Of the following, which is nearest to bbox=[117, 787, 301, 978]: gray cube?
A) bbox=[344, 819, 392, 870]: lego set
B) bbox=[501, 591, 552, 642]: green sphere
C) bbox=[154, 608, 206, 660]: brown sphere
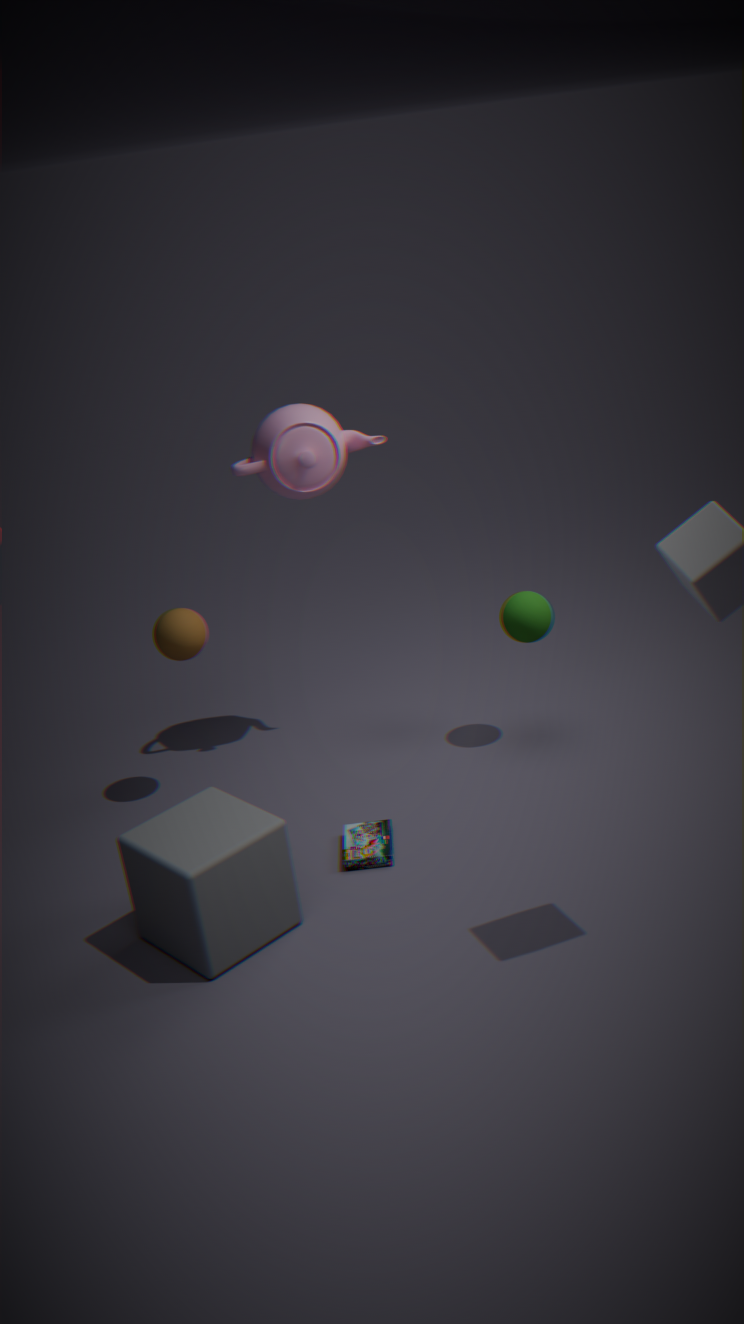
bbox=[344, 819, 392, 870]: lego set
